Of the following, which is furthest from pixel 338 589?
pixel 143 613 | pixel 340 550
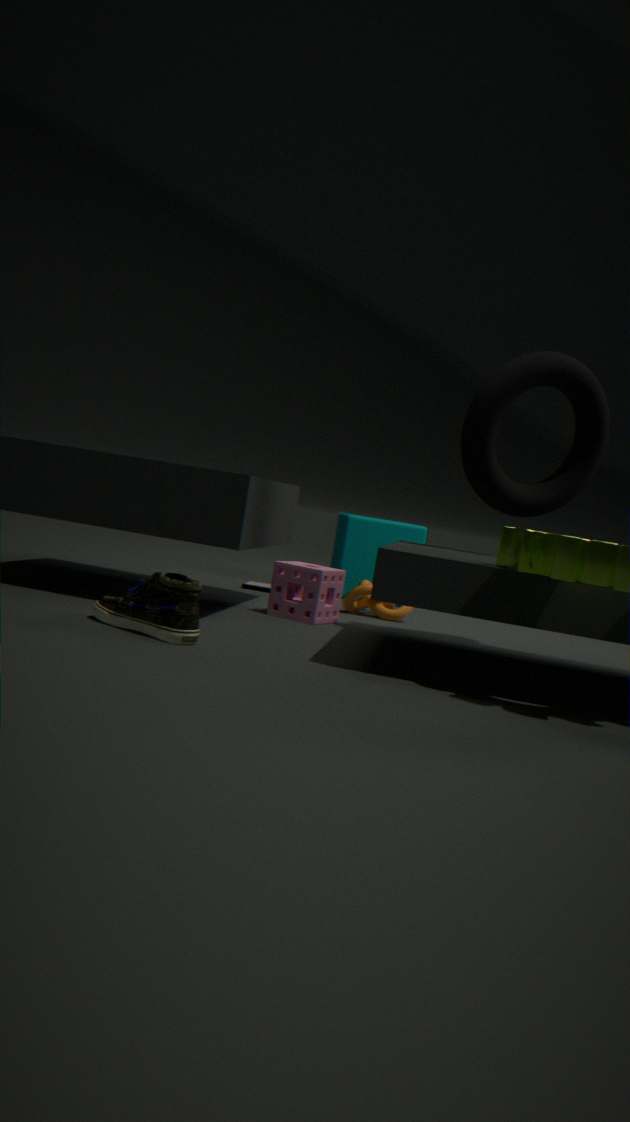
pixel 340 550
